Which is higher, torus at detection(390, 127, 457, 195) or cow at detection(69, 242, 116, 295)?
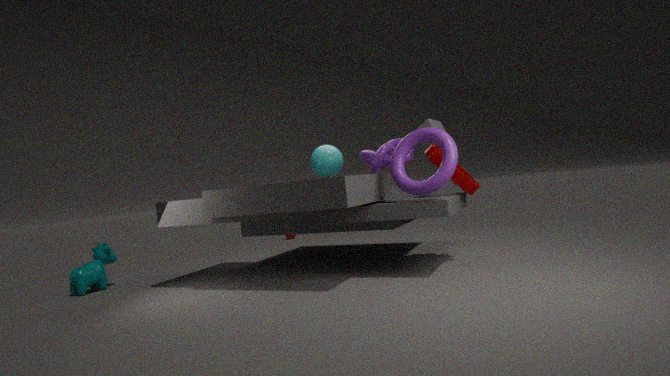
torus at detection(390, 127, 457, 195)
